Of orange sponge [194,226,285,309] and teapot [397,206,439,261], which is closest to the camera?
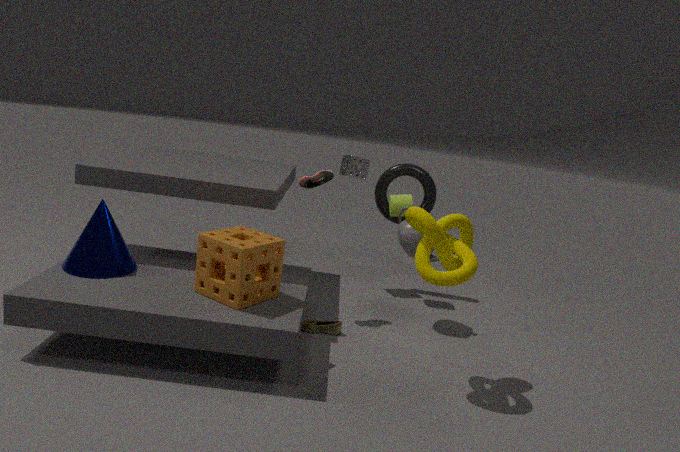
orange sponge [194,226,285,309]
